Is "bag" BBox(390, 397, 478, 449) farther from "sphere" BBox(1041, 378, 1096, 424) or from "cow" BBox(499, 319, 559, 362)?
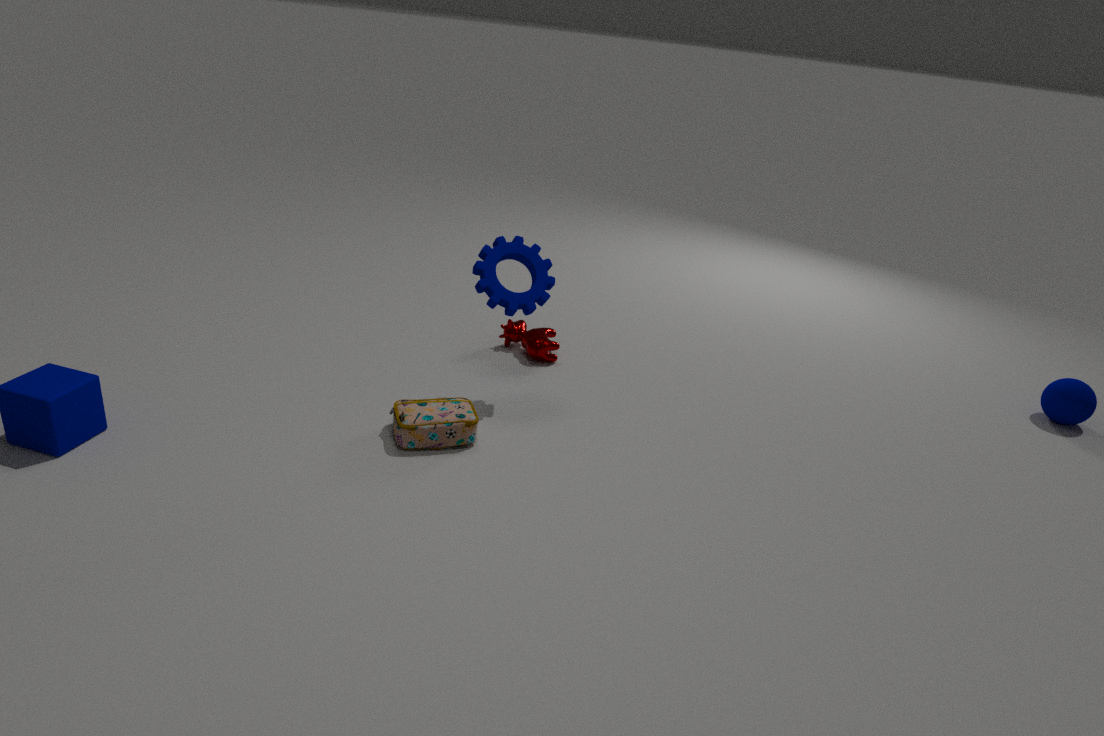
"sphere" BBox(1041, 378, 1096, 424)
